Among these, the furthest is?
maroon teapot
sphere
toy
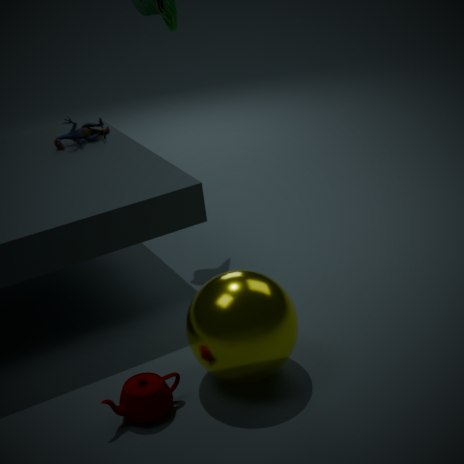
toy
